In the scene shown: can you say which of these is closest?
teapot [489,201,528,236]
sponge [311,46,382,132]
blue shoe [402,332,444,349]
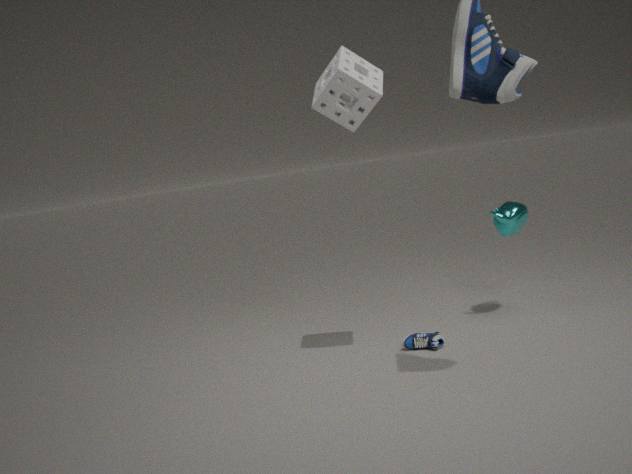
sponge [311,46,382,132]
